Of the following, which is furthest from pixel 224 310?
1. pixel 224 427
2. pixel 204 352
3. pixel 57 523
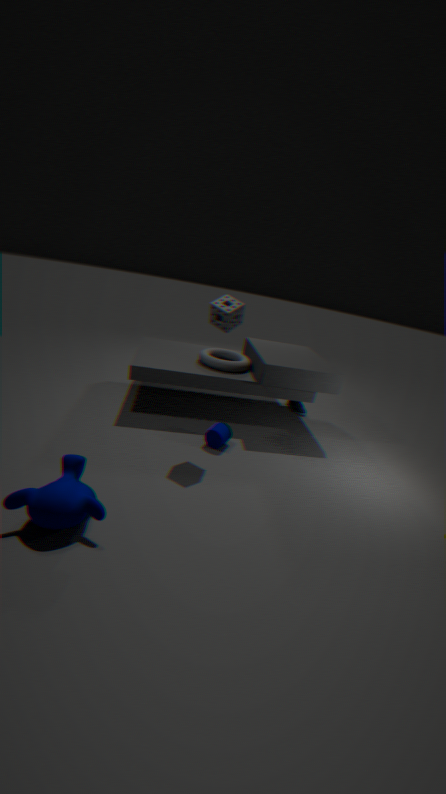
pixel 57 523
